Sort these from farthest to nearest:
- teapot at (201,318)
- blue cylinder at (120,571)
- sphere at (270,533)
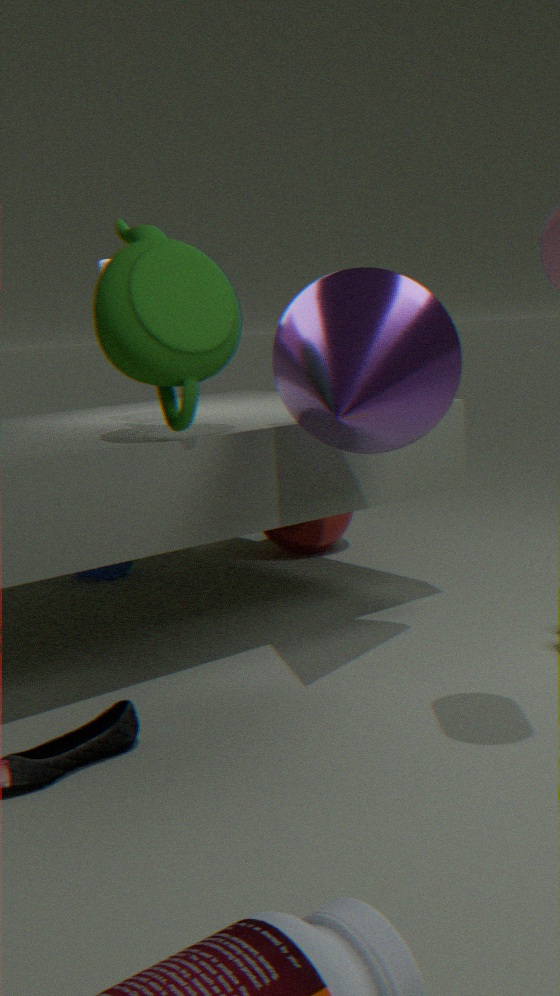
sphere at (270,533) < blue cylinder at (120,571) < teapot at (201,318)
